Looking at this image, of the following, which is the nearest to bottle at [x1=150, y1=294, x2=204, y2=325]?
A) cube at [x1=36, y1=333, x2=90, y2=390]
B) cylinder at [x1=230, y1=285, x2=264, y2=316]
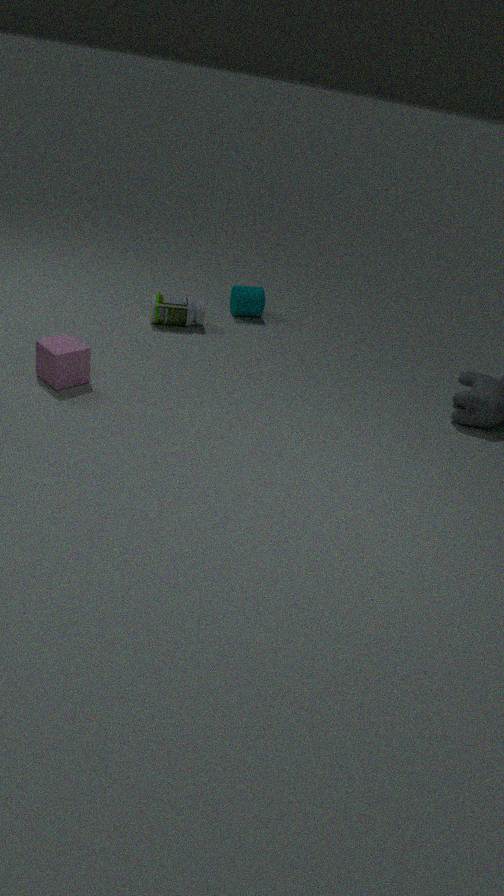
cylinder at [x1=230, y1=285, x2=264, y2=316]
